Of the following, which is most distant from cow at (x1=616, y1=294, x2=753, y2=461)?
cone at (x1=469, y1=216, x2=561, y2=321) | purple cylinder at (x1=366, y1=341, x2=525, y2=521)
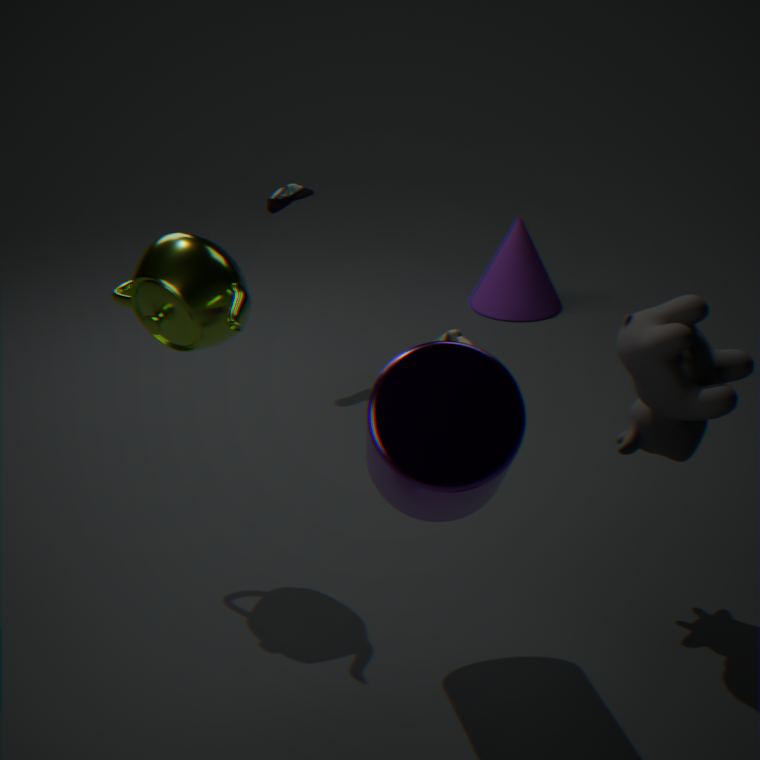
cone at (x1=469, y1=216, x2=561, y2=321)
